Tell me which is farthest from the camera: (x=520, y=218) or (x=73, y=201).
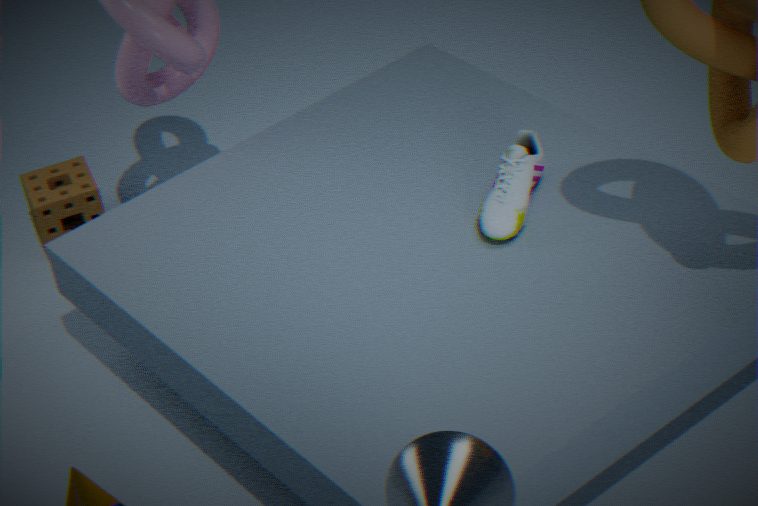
(x=73, y=201)
